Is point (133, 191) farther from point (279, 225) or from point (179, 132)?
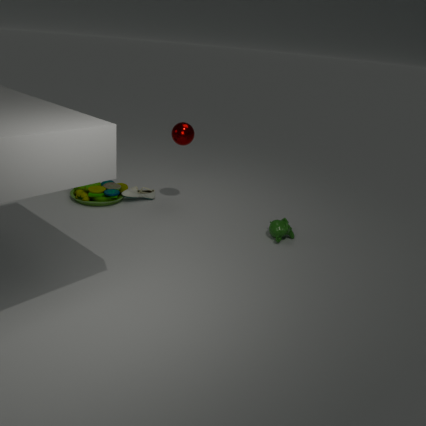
point (279, 225)
